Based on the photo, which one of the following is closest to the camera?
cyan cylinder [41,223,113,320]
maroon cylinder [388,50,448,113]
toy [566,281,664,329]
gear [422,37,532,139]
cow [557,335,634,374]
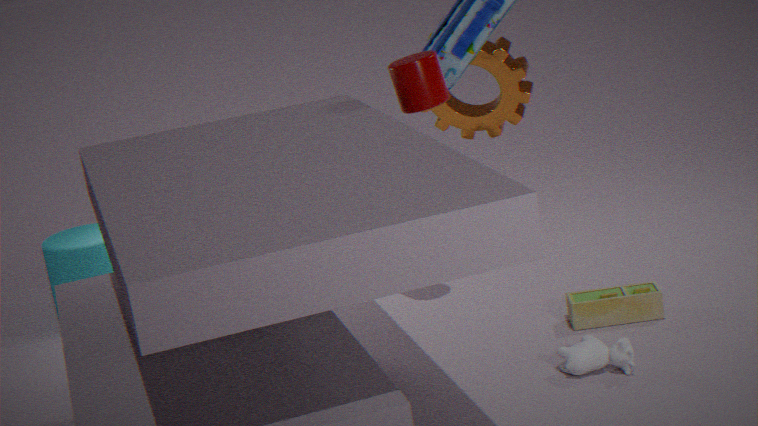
cow [557,335,634,374]
